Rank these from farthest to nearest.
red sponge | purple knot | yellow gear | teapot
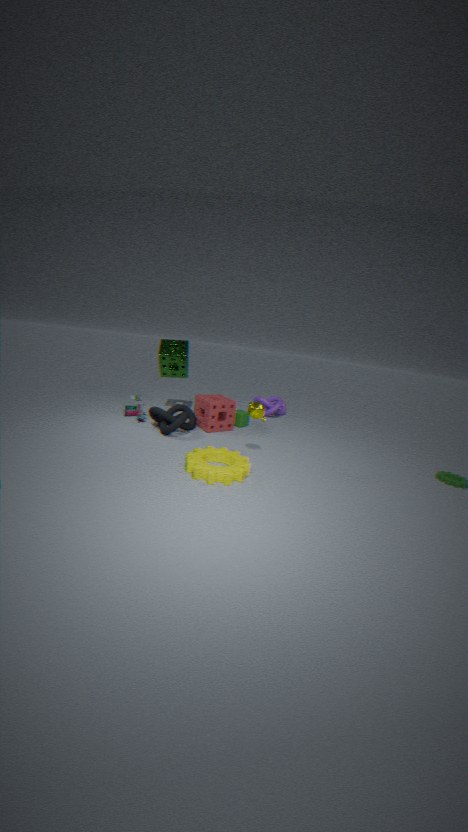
1. purple knot
2. red sponge
3. teapot
4. yellow gear
